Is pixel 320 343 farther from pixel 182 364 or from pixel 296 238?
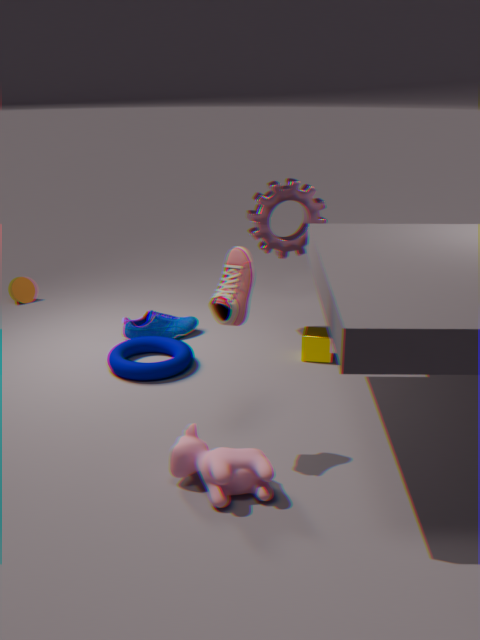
pixel 182 364
